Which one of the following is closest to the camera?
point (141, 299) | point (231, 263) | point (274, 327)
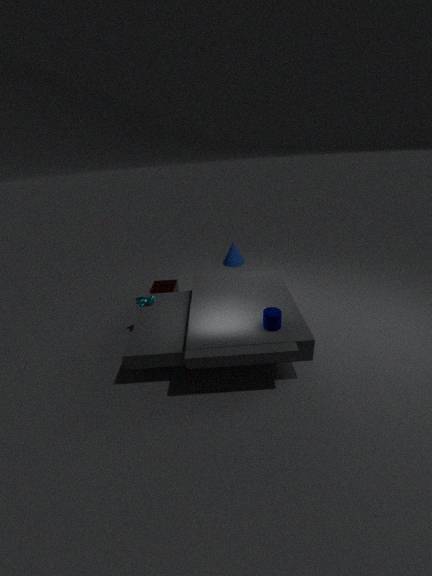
point (274, 327)
